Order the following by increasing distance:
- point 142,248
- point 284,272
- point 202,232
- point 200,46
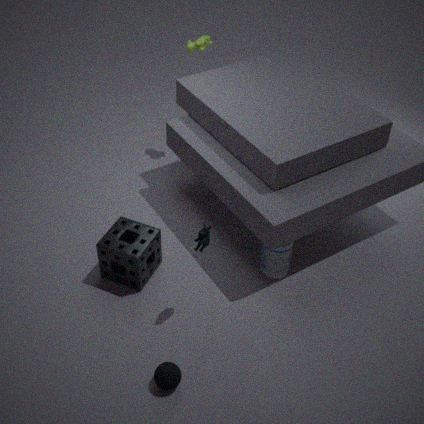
point 202,232 → point 142,248 → point 284,272 → point 200,46
